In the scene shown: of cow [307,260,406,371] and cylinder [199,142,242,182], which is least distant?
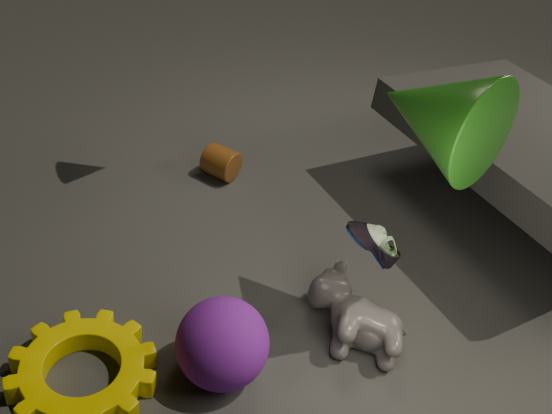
cow [307,260,406,371]
